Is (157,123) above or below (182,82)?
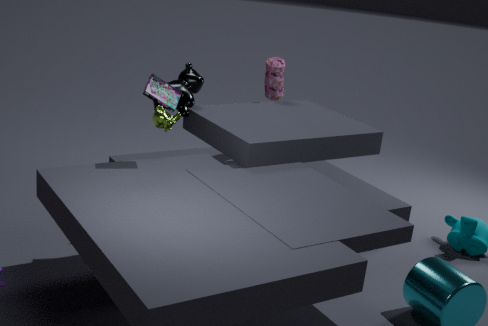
below
